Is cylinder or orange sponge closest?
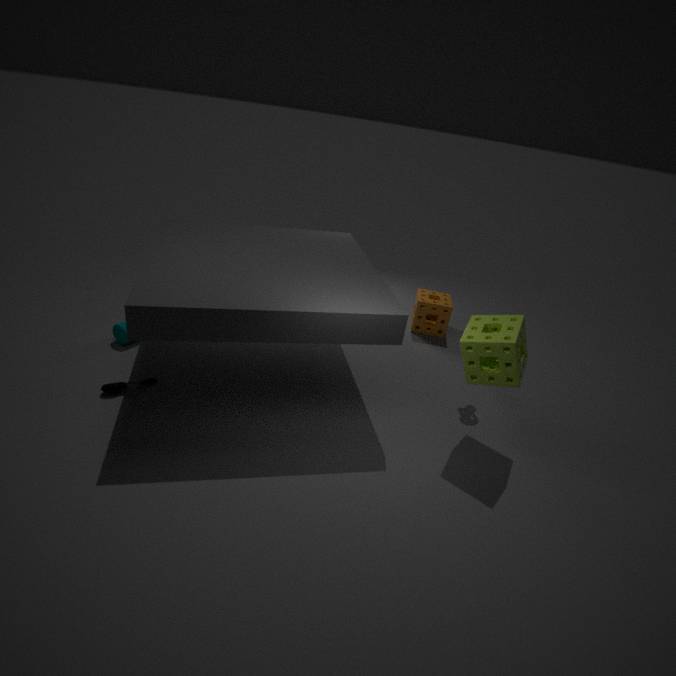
cylinder
